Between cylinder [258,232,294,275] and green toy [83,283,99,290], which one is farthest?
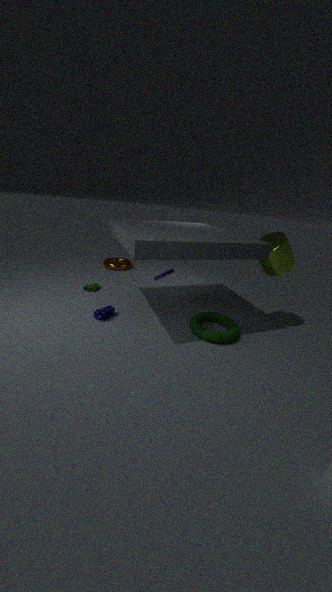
green toy [83,283,99,290]
